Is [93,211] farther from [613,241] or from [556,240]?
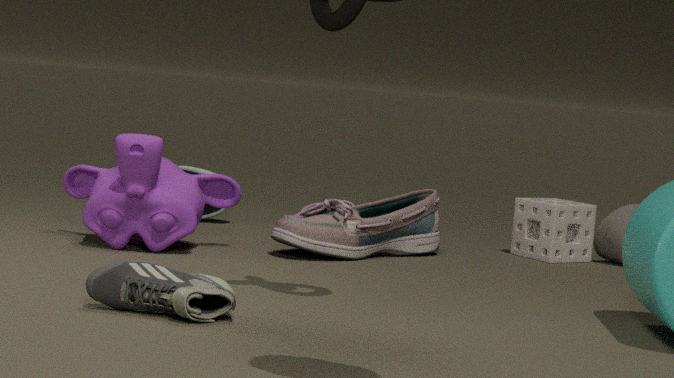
[613,241]
